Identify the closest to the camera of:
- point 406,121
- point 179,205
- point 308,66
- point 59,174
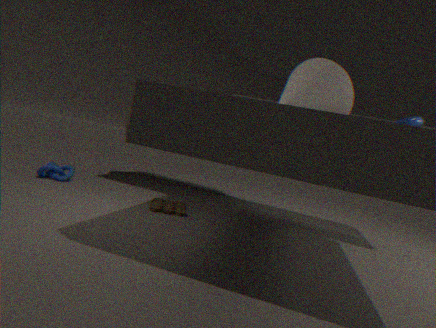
point 308,66
